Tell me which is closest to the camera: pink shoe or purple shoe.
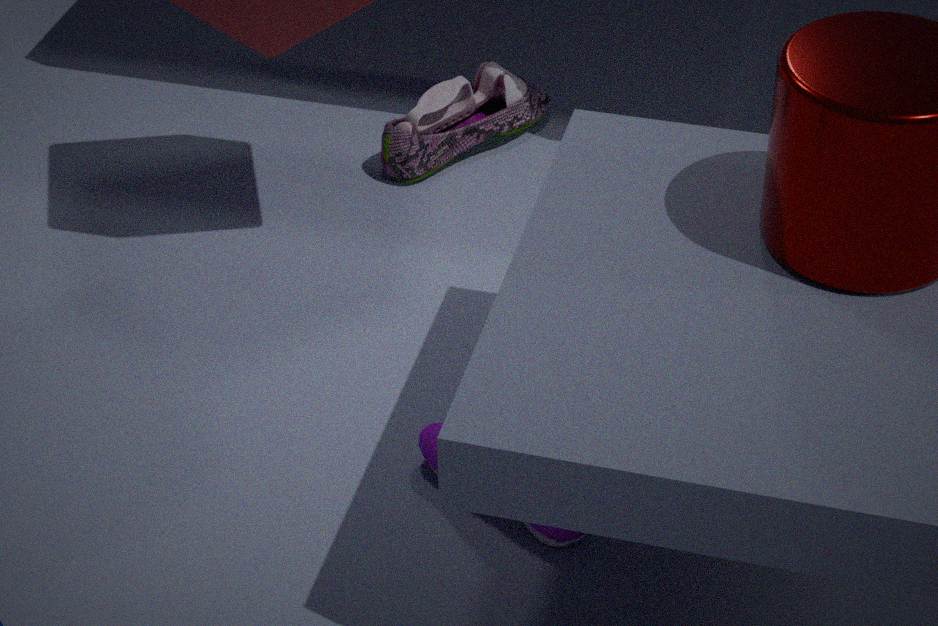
purple shoe
